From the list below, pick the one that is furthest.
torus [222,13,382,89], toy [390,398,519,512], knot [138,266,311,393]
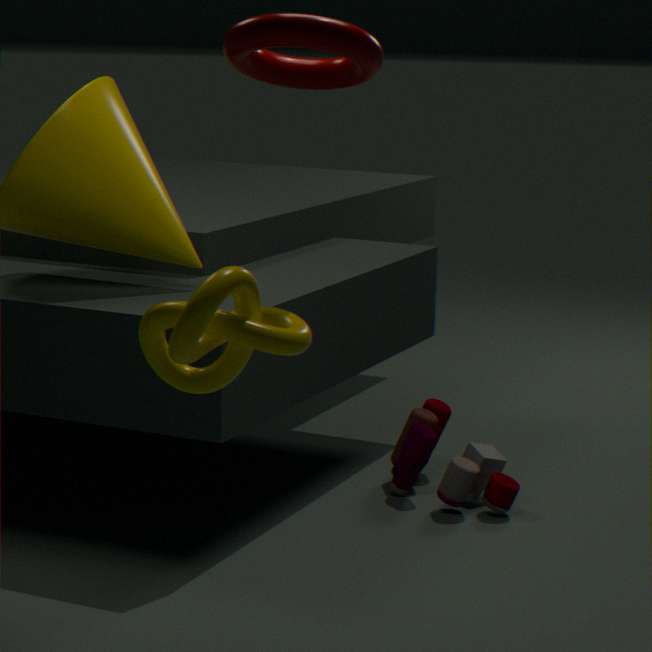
toy [390,398,519,512]
